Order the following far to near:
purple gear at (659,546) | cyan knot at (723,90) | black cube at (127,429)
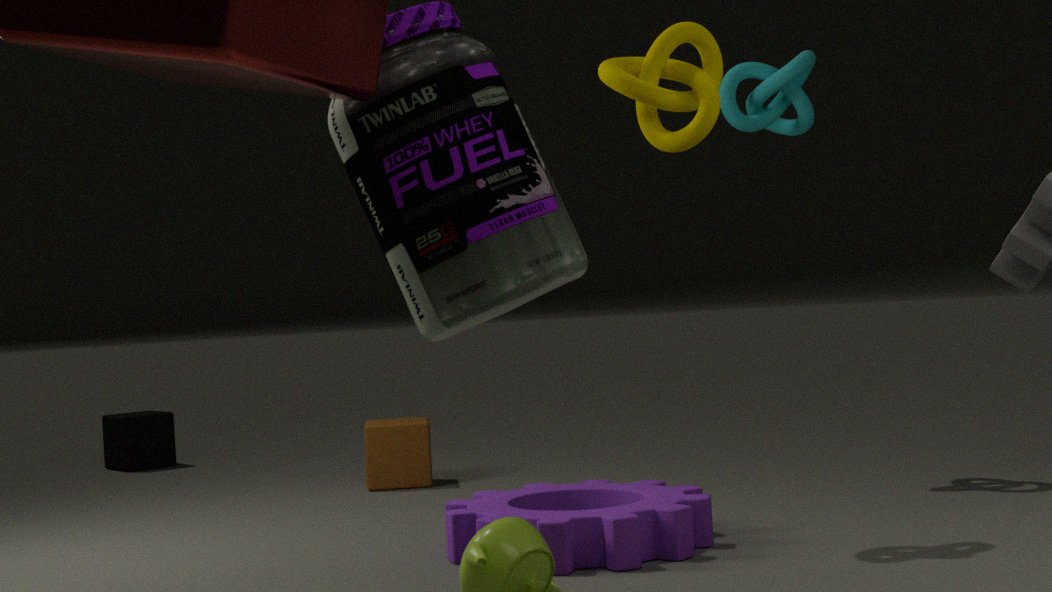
black cube at (127,429)
cyan knot at (723,90)
purple gear at (659,546)
